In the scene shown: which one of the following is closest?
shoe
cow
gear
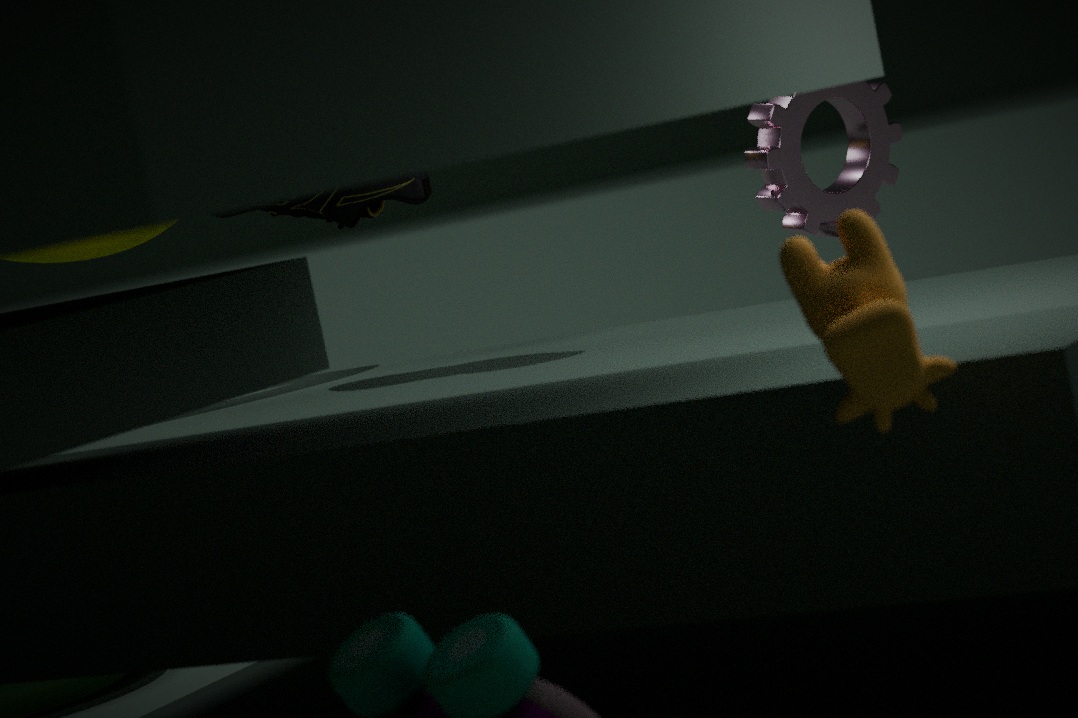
cow
